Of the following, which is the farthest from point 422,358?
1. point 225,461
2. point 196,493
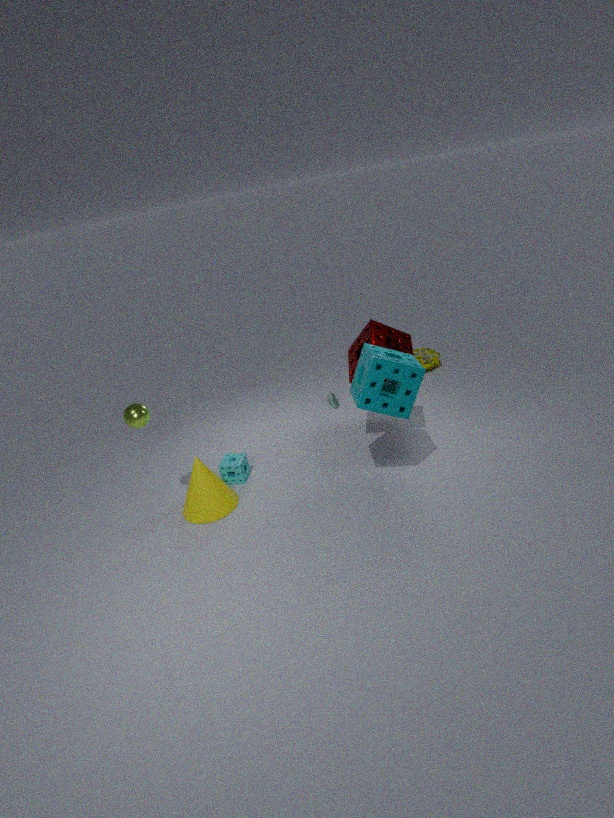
point 196,493
